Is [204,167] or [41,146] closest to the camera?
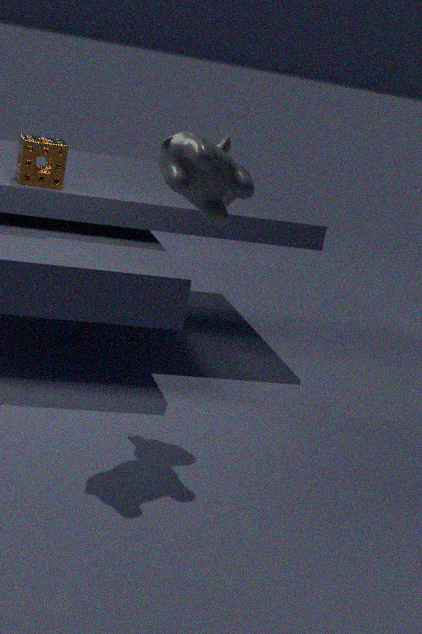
[204,167]
